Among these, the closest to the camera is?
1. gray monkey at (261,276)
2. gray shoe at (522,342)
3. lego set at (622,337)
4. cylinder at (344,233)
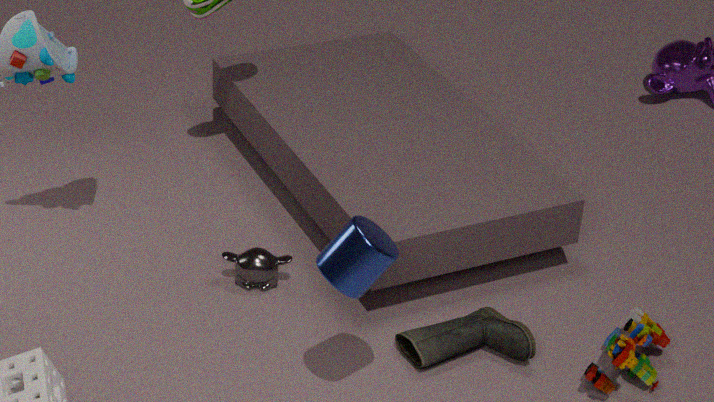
cylinder at (344,233)
